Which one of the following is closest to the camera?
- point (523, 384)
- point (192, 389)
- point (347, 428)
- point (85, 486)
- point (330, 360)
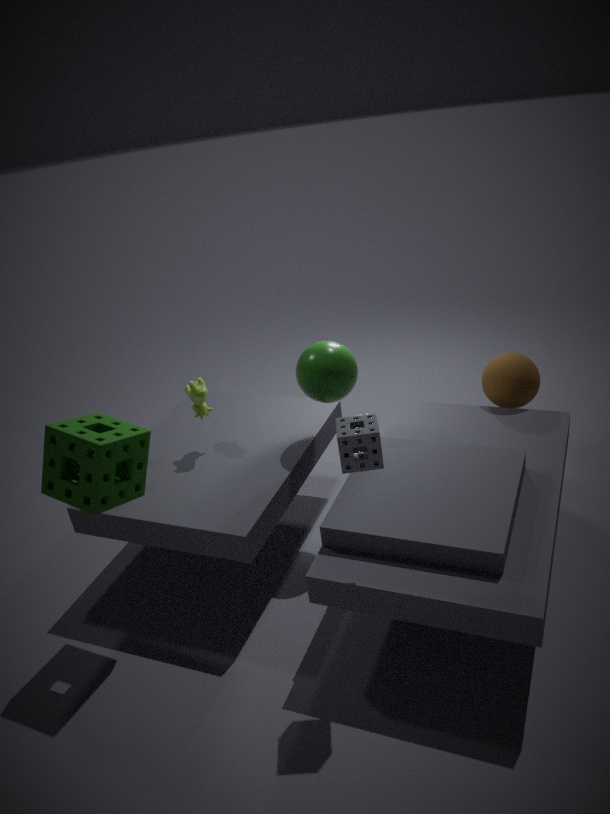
point (347, 428)
